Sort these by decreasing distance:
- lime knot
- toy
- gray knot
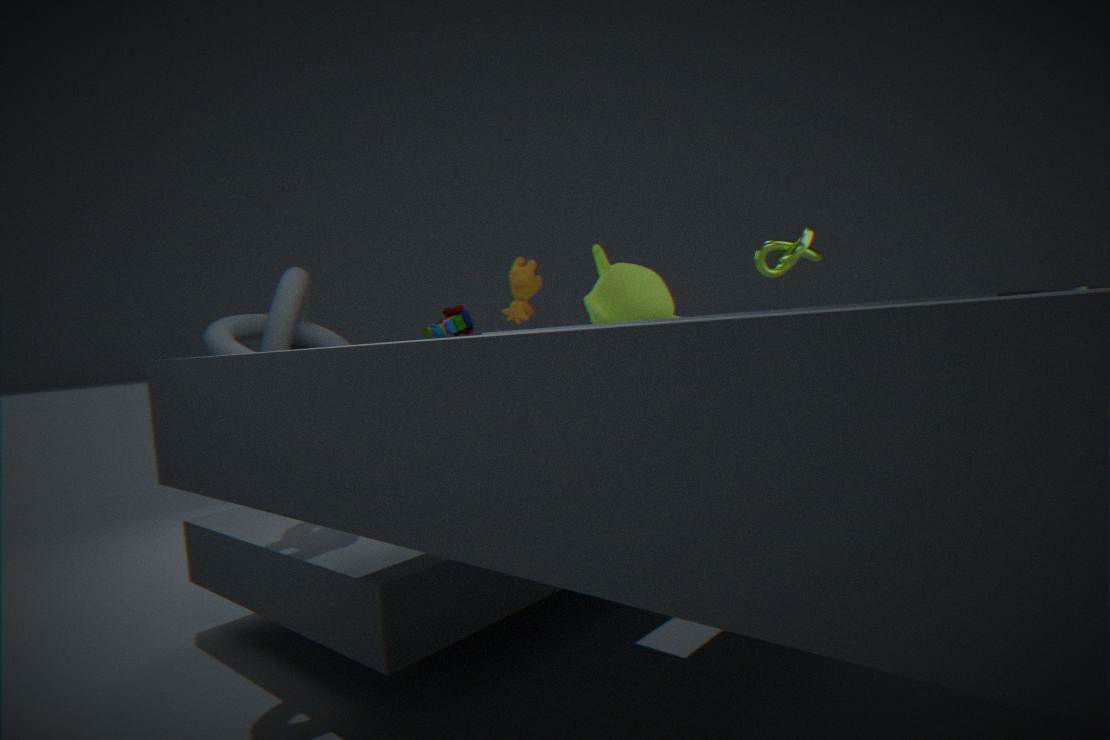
1. lime knot
2. toy
3. gray knot
